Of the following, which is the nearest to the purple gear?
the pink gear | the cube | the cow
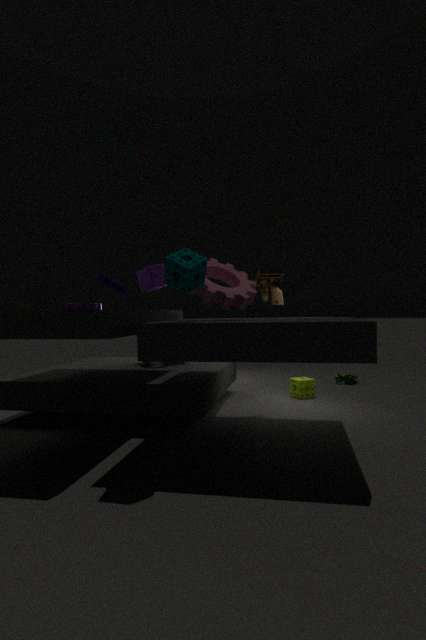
the cube
